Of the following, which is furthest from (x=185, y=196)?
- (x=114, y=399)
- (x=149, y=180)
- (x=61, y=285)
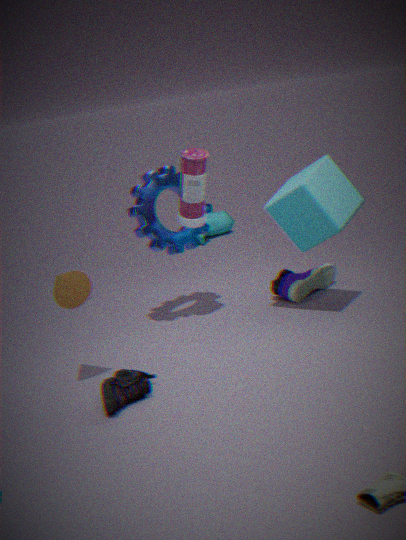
(x=114, y=399)
